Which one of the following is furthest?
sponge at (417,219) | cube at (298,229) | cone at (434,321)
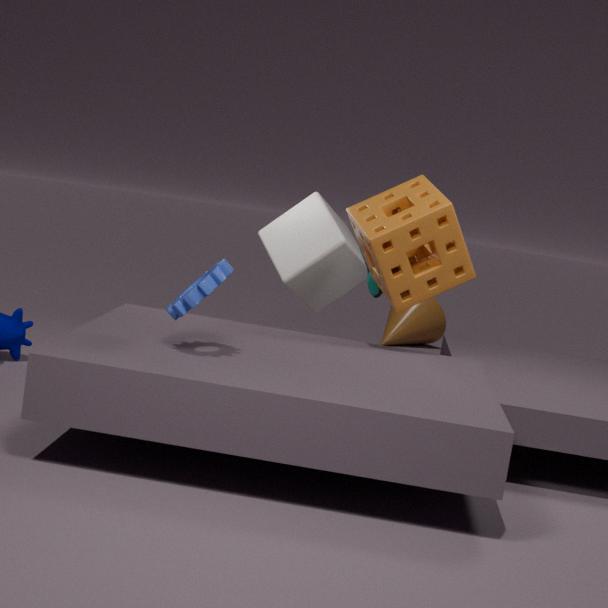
cone at (434,321)
